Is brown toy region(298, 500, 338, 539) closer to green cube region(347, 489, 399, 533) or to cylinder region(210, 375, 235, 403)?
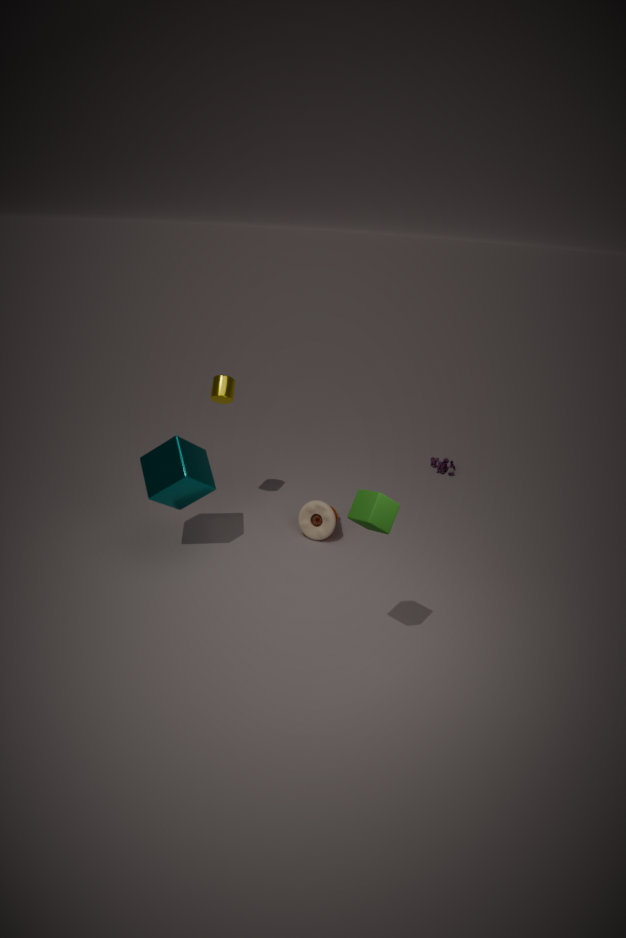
cylinder region(210, 375, 235, 403)
